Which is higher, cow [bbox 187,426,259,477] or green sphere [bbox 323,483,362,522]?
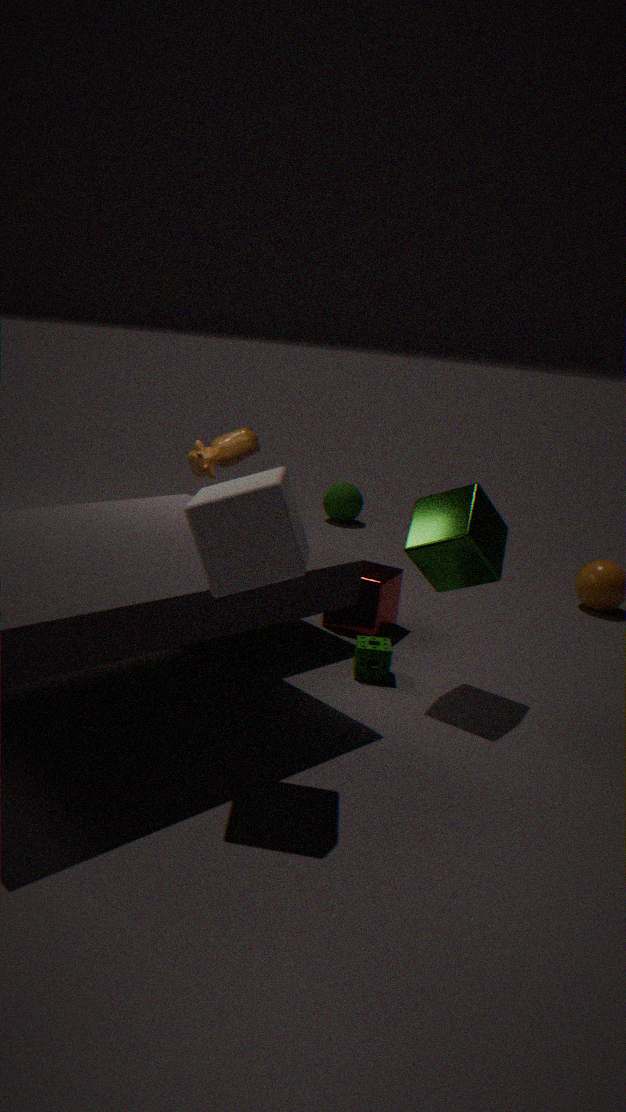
cow [bbox 187,426,259,477]
